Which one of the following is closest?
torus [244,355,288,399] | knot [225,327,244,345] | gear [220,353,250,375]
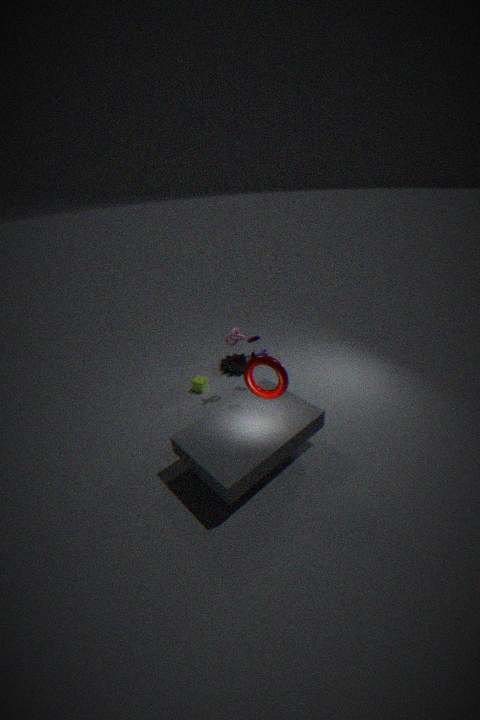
torus [244,355,288,399]
